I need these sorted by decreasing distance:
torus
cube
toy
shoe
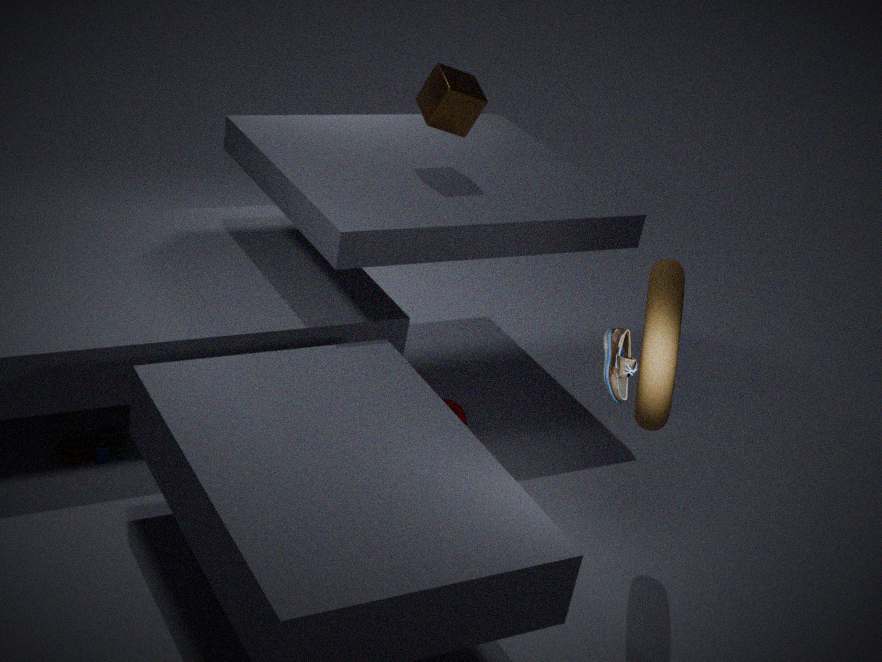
cube < toy < torus < shoe
